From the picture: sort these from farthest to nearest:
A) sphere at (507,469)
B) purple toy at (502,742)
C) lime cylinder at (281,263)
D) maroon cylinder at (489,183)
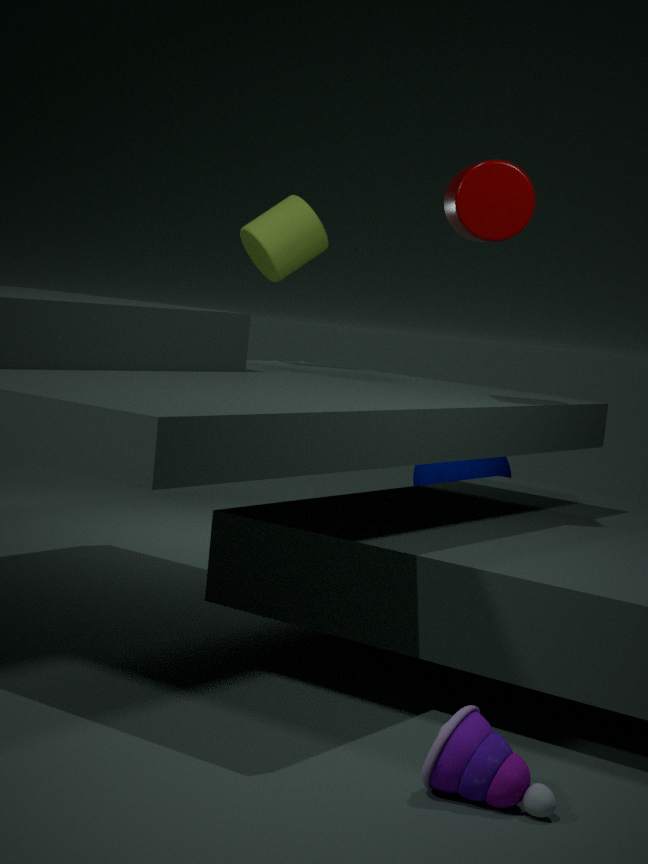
1. sphere at (507,469)
2. lime cylinder at (281,263)
3. maroon cylinder at (489,183)
4. purple toy at (502,742)
